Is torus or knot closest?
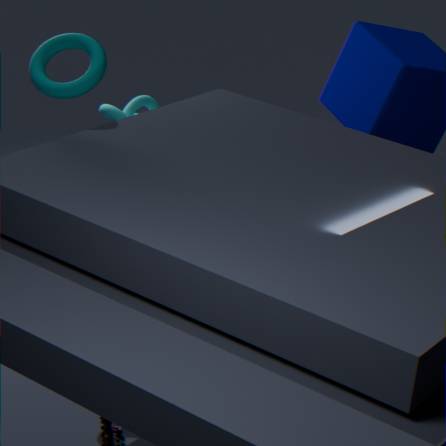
torus
